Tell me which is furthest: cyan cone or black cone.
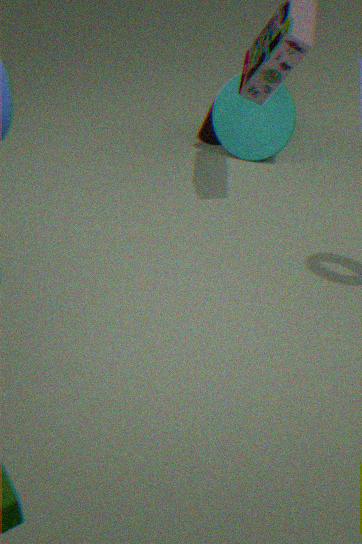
black cone
